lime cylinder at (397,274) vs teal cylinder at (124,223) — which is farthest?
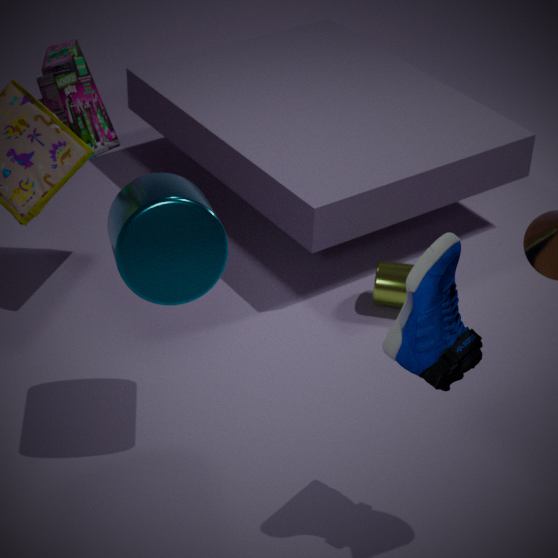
lime cylinder at (397,274)
